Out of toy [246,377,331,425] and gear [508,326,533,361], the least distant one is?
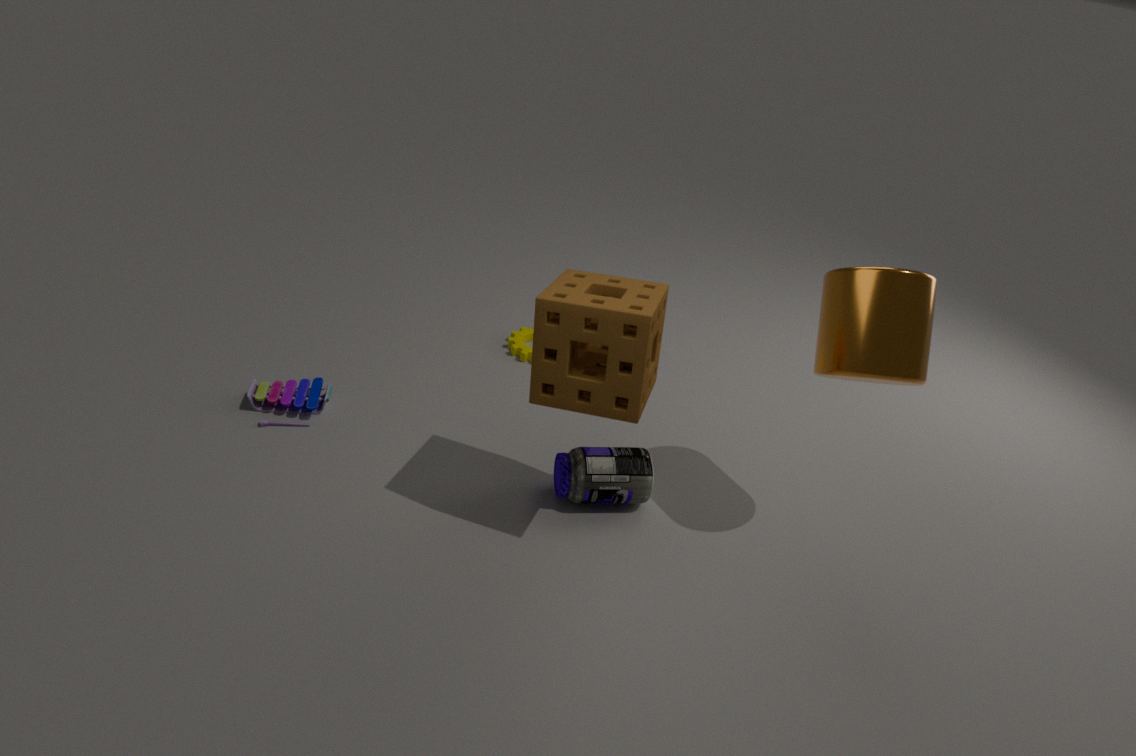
toy [246,377,331,425]
